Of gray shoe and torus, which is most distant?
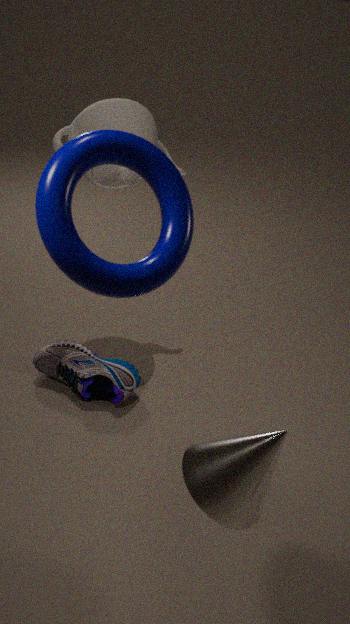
gray shoe
